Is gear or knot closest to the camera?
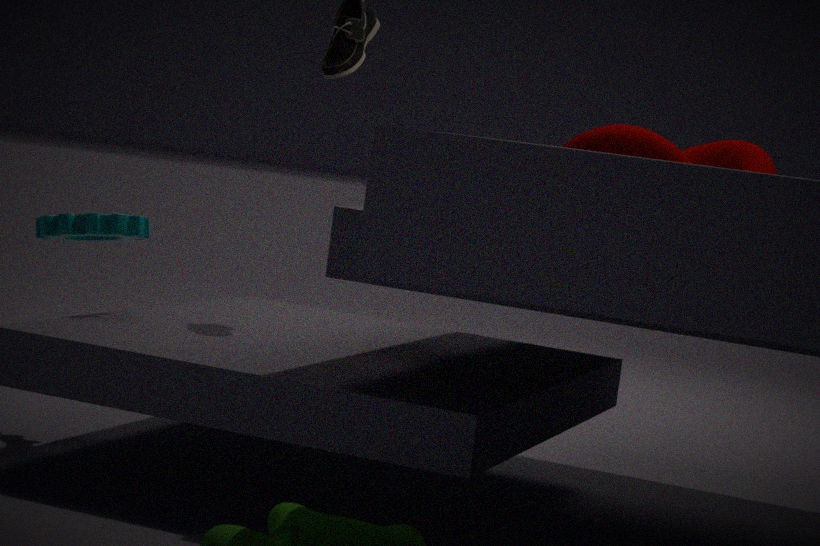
knot
